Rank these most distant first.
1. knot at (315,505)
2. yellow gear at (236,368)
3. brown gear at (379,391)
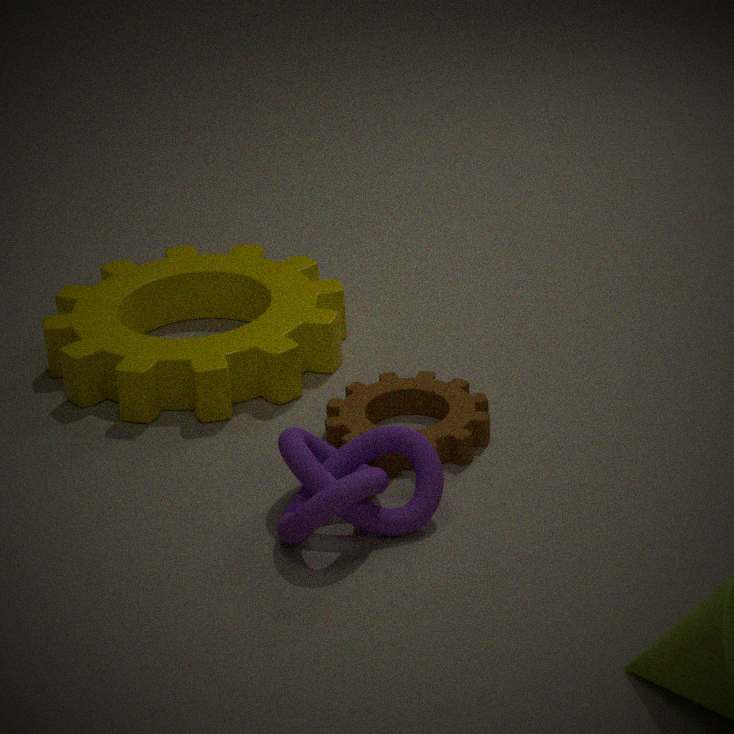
yellow gear at (236,368)
brown gear at (379,391)
knot at (315,505)
